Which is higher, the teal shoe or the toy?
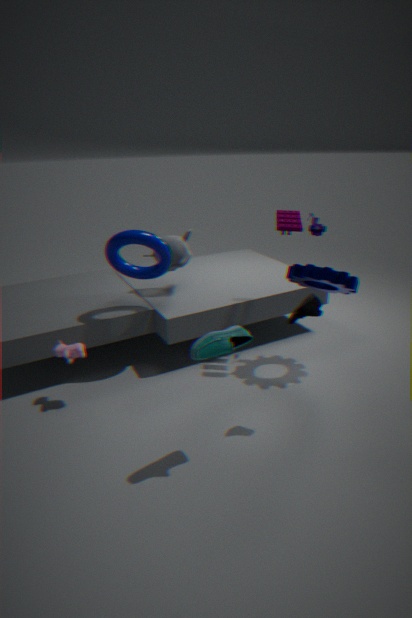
the toy
